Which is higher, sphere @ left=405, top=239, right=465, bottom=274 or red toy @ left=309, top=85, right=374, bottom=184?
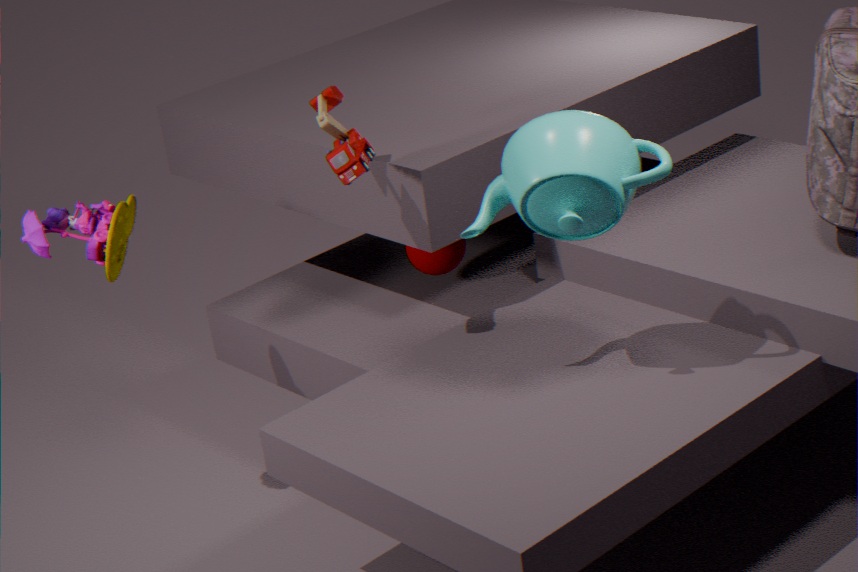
red toy @ left=309, top=85, right=374, bottom=184
